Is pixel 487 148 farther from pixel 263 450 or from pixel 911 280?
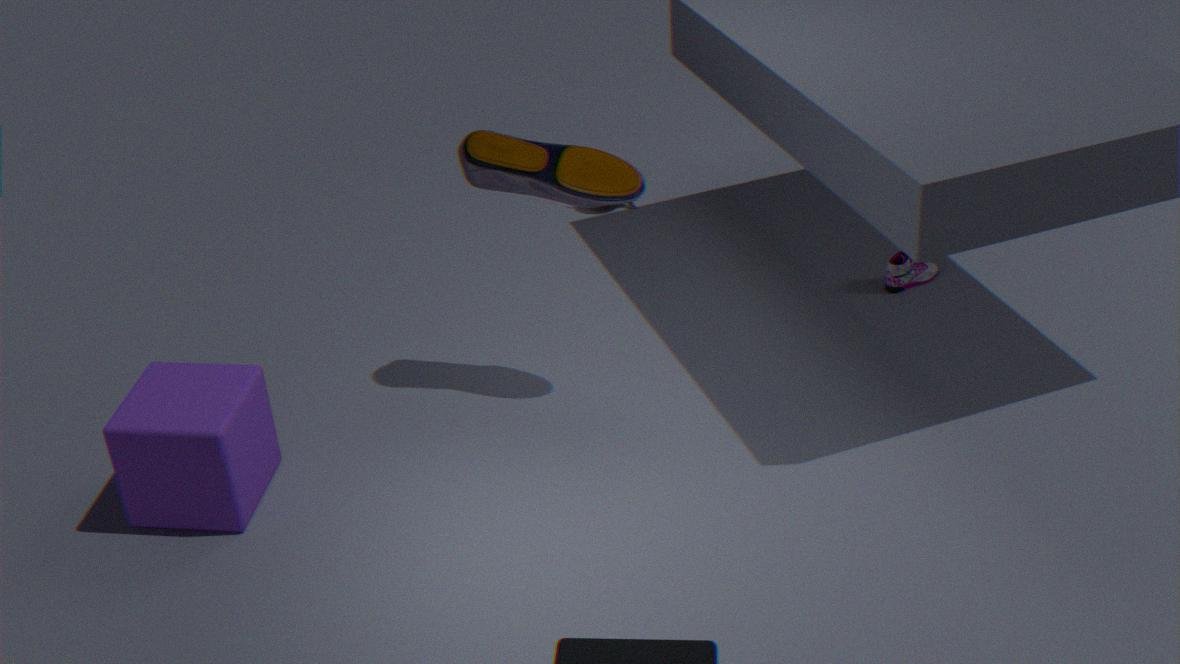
pixel 911 280
